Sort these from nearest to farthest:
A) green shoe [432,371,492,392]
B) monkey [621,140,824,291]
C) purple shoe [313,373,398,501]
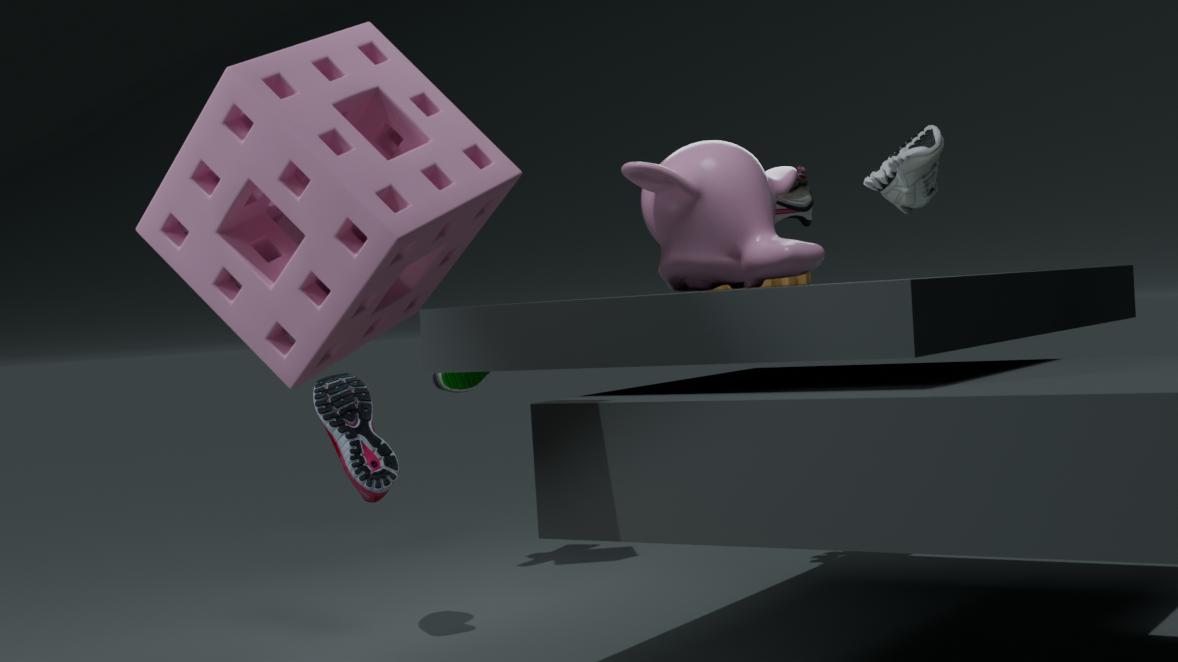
1. monkey [621,140,824,291]
2. purple shoe [313,373,398,501]
3. green shoe [432,371,492,392]
